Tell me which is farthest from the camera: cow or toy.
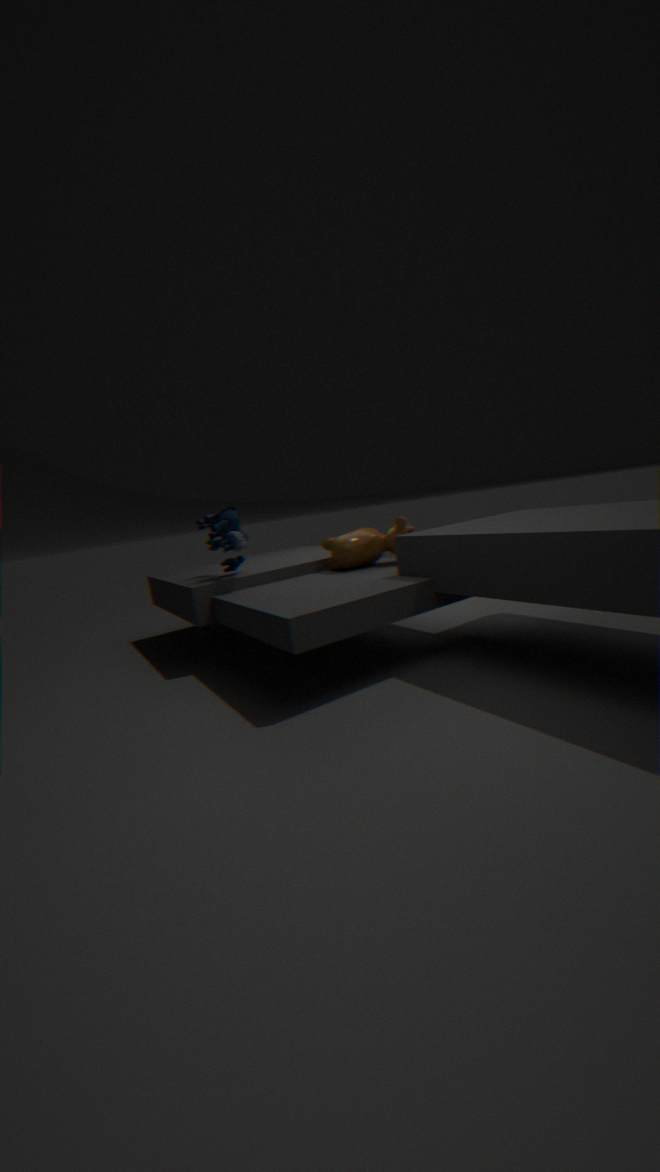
cow
